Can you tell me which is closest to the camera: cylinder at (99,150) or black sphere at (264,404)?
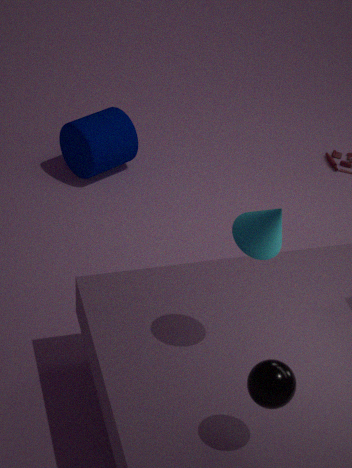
black sphere at (264,404)
